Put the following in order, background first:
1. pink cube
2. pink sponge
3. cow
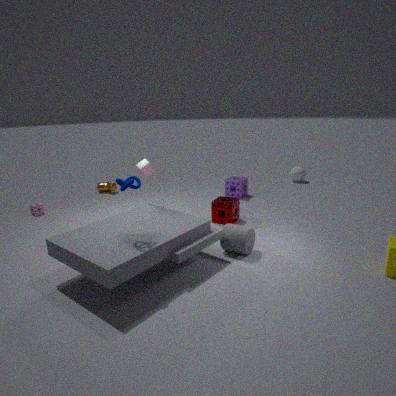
cow
pink sponge
pink cube
